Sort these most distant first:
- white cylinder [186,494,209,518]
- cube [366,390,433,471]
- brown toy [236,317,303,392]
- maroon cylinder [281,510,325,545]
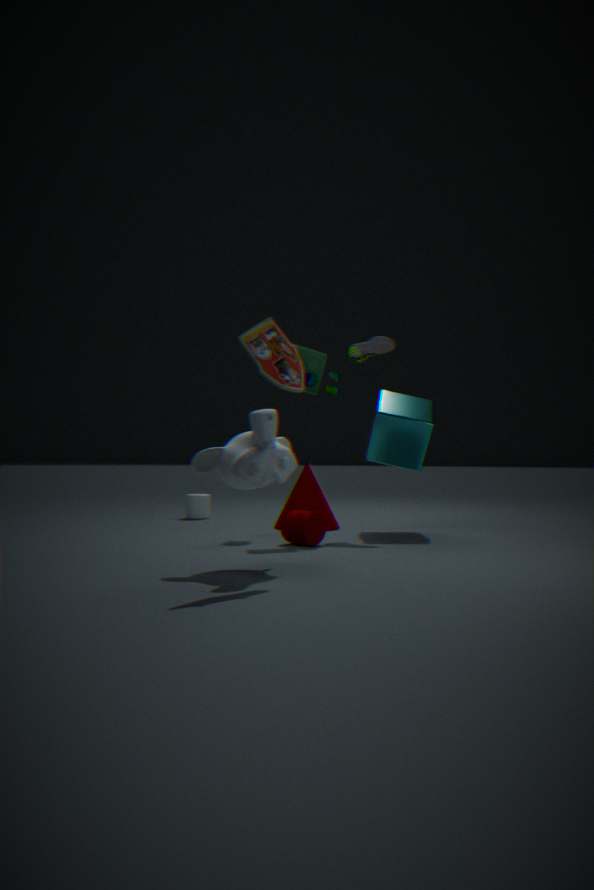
white cylinder [186,494,209,518], cube [366,390,433,471], maroon cylinder [281,510,325,545], brown toy [236,317,303,392]
